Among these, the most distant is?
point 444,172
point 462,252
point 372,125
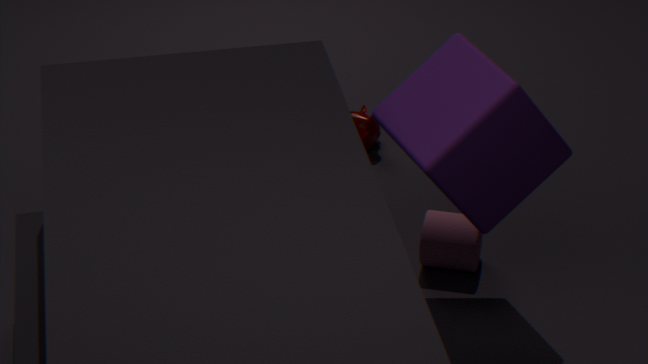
point 372,125
